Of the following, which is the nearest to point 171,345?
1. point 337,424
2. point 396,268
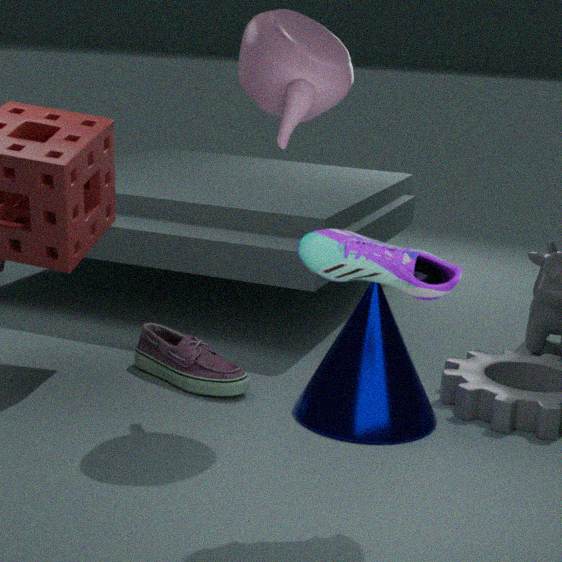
point 337,424
